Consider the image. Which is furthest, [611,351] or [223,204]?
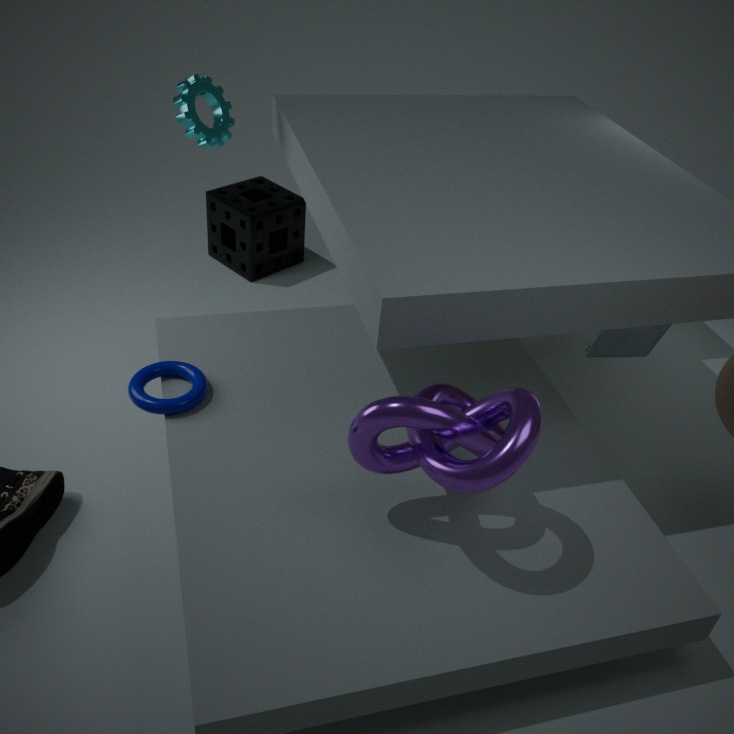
[223,204]
